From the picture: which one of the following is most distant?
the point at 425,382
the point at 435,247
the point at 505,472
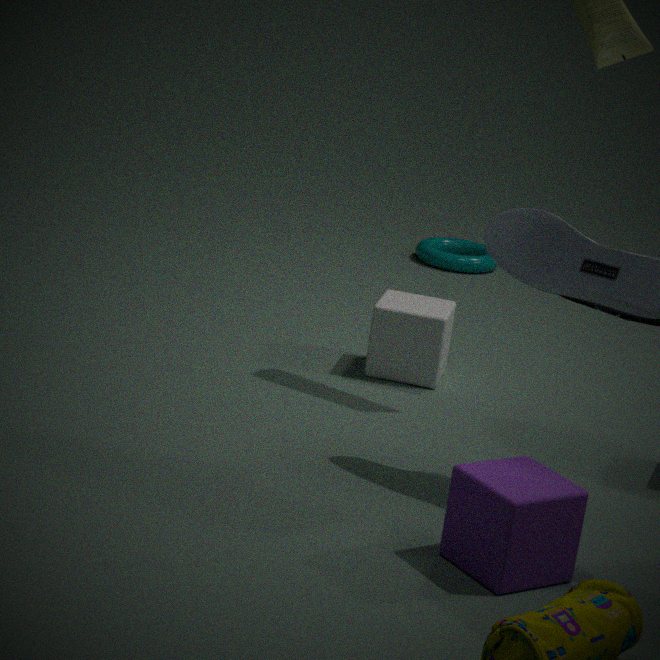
the point at 435,247
